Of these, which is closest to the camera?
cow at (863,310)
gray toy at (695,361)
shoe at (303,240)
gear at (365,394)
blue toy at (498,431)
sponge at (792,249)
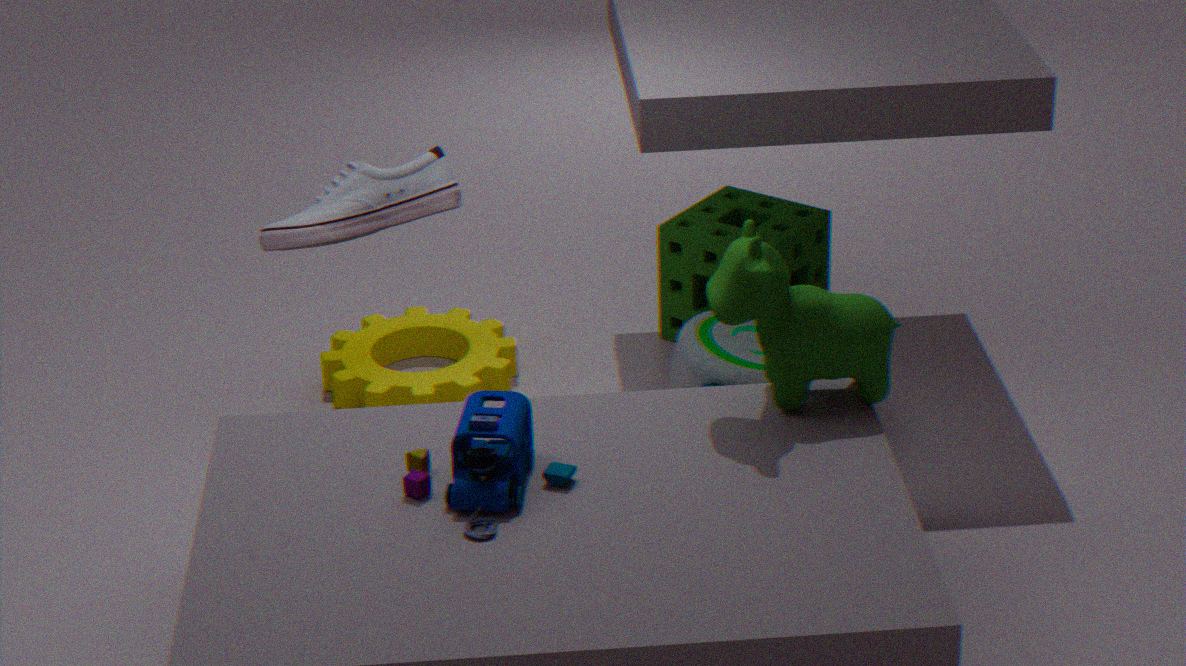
blue toy at (498,431)
